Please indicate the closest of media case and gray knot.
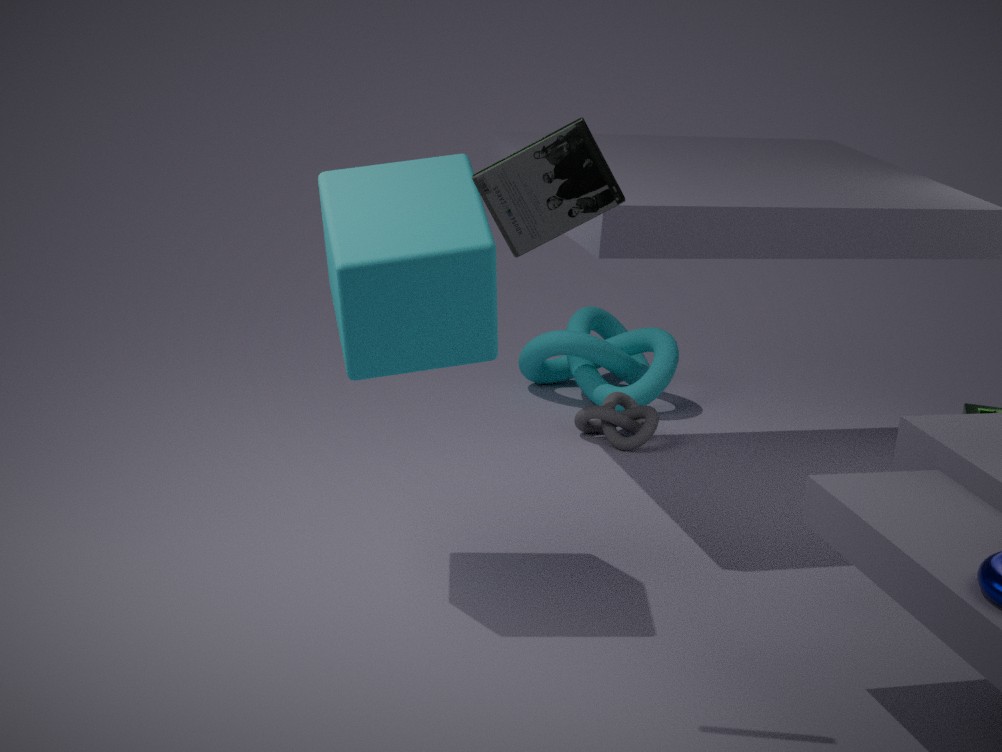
media case
